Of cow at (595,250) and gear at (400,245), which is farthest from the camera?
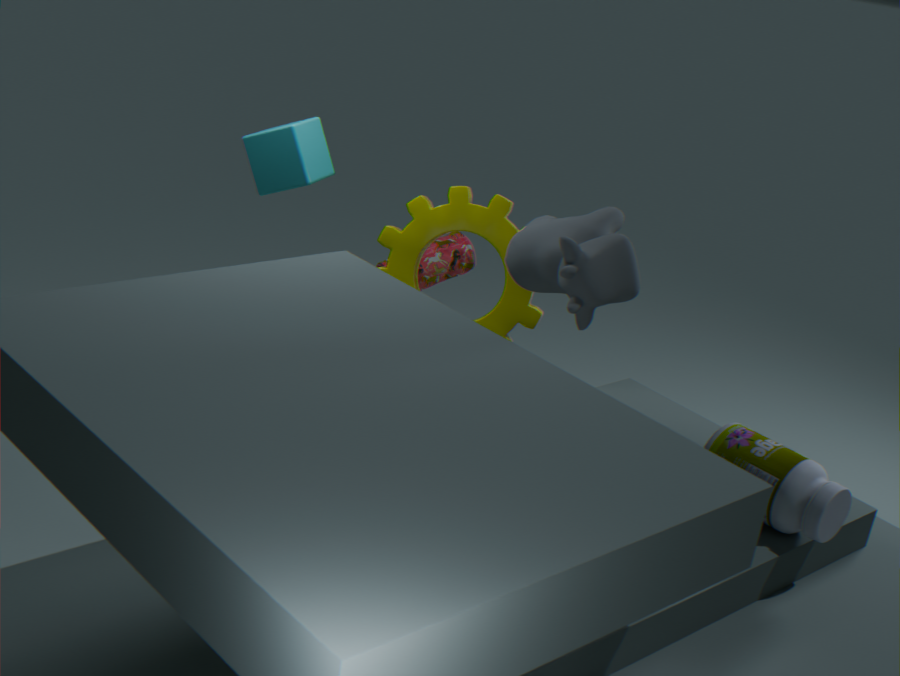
gear at (400,245)
